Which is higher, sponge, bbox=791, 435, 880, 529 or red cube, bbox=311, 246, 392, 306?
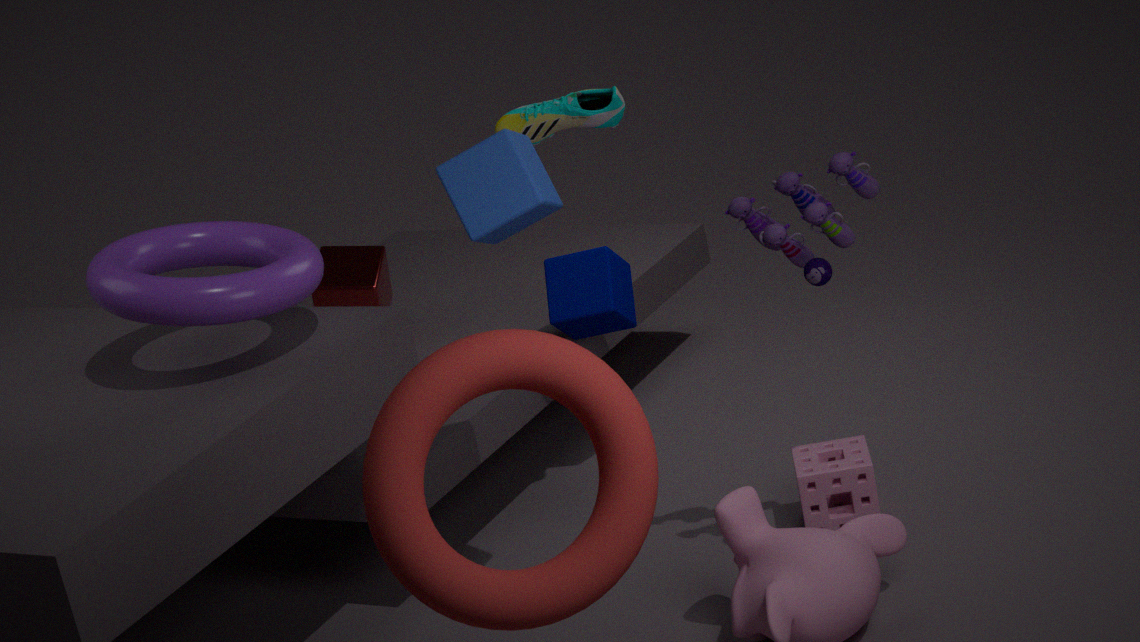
red cube, bbox=311, 246, 392, 306
